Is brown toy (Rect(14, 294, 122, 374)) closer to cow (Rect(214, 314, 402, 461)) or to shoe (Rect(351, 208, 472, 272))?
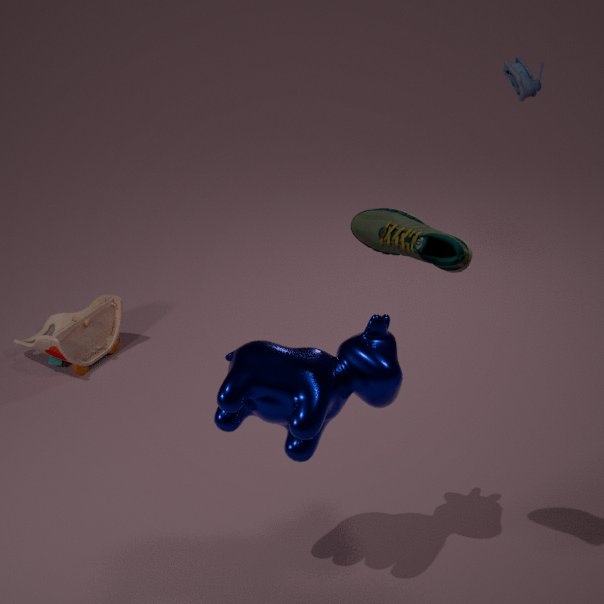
cow (Rect(214, 314, 402, 461))
